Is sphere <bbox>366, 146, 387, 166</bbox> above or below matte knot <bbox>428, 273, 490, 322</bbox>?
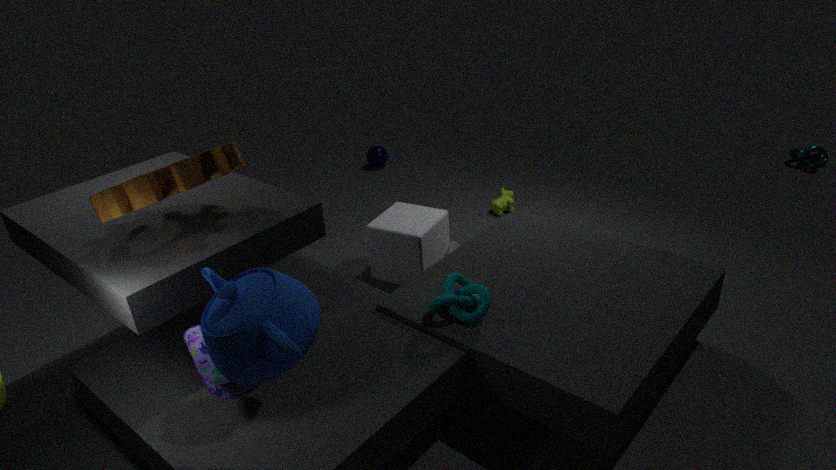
below
